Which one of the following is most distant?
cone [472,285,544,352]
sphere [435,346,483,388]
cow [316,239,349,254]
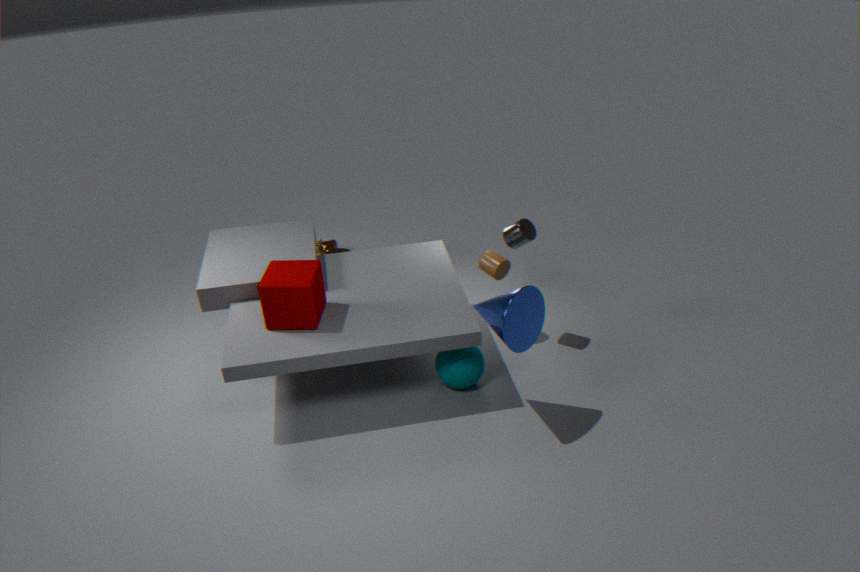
cow [316,239,349,254]
